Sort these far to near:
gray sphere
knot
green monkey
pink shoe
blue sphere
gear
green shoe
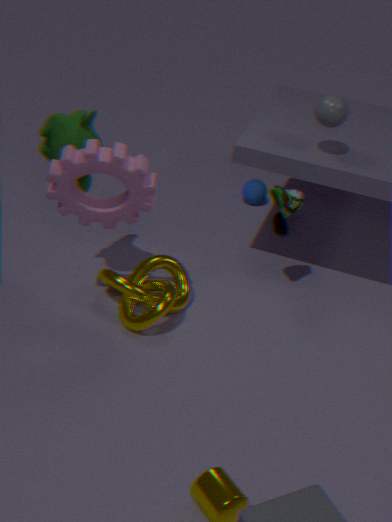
1. blue sphere
2. pink shoe
3. knot
4. green shoe
5. gray sphere
6. green monkey
7. gear
